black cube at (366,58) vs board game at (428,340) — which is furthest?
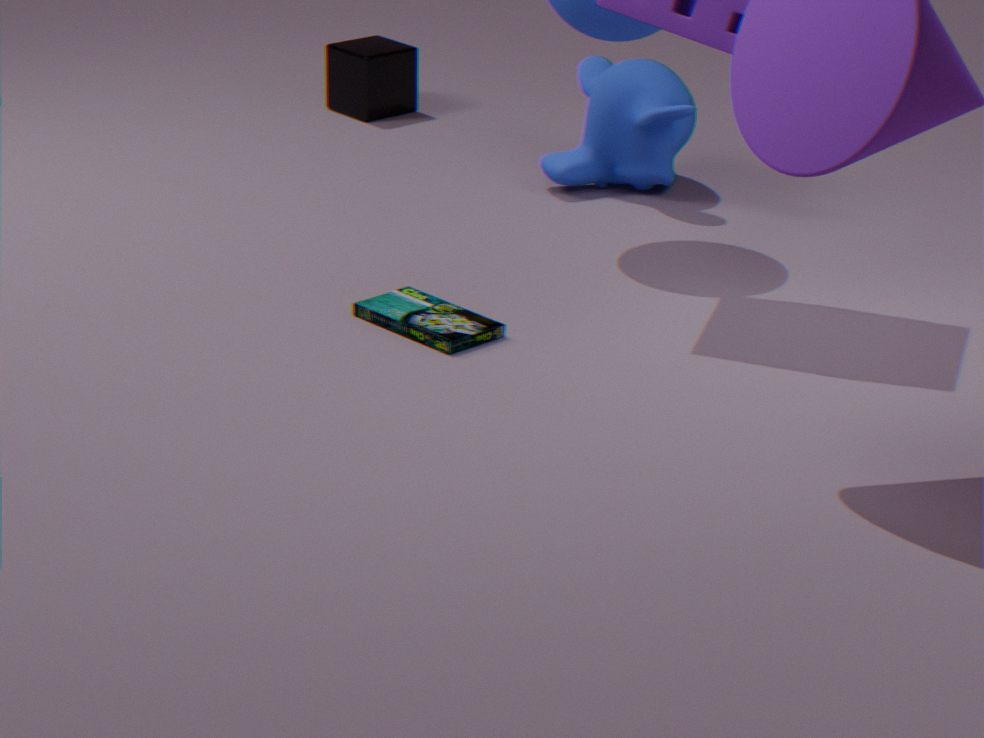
black cube at (366,58)
